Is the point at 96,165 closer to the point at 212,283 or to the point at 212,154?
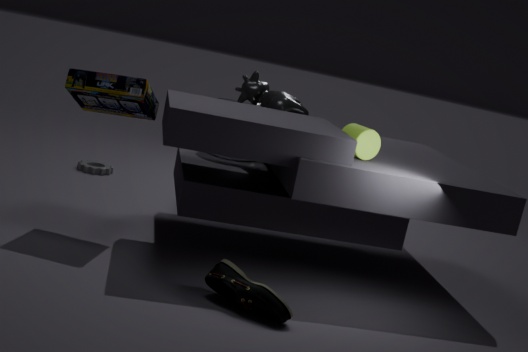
the point at 212,154
